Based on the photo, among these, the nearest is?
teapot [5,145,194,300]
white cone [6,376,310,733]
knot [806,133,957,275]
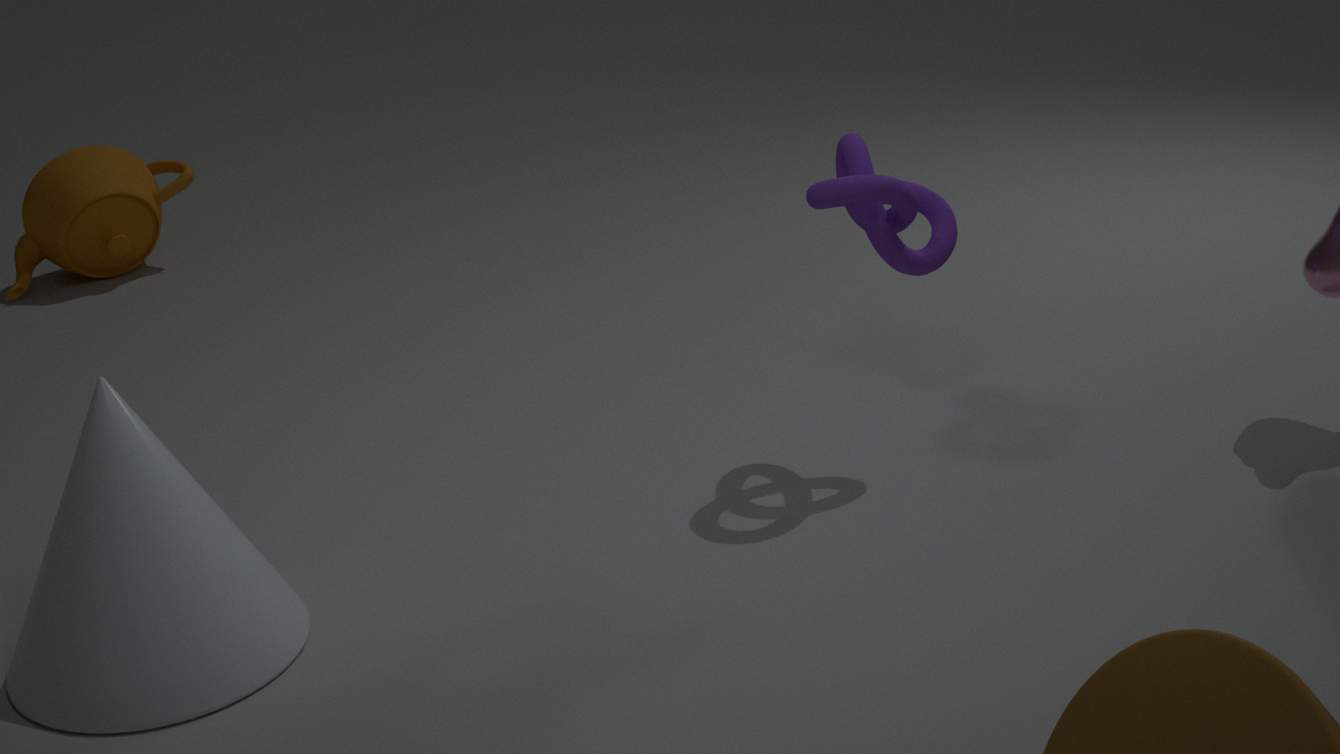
white cone [6,376,310,733]
